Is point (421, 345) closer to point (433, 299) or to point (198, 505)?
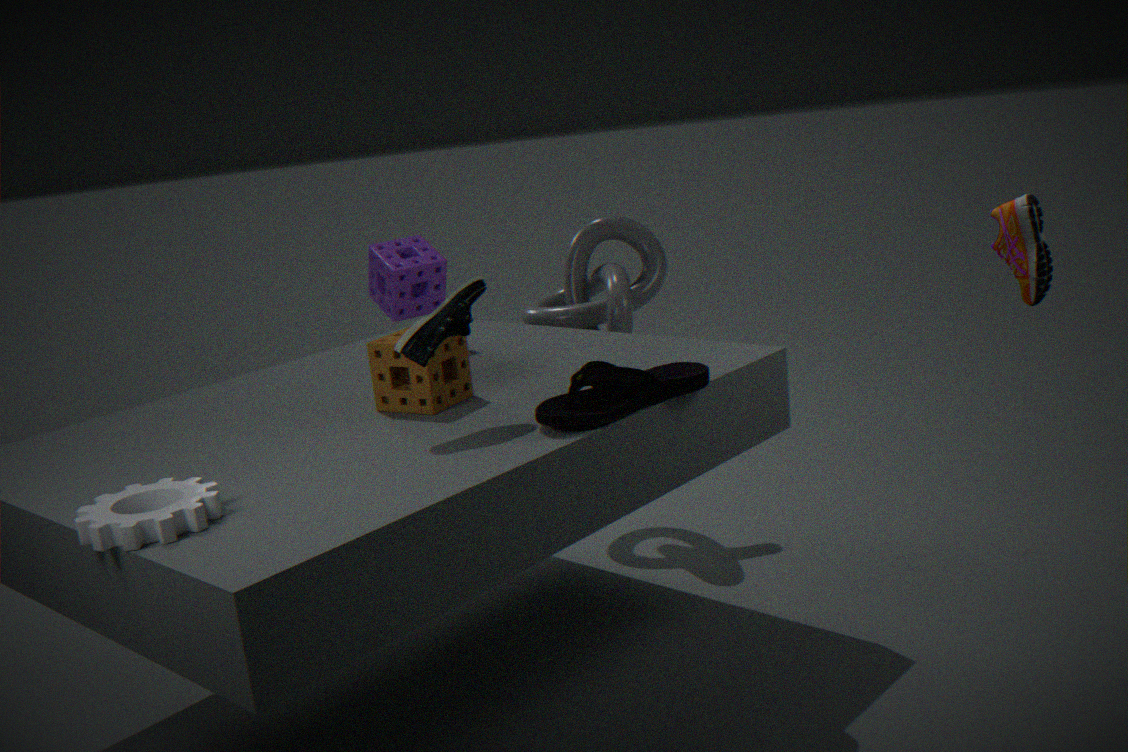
point (198, 505)
